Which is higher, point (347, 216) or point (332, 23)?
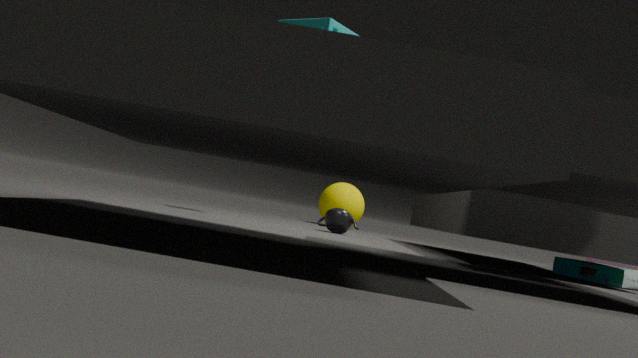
point (332, 23)
